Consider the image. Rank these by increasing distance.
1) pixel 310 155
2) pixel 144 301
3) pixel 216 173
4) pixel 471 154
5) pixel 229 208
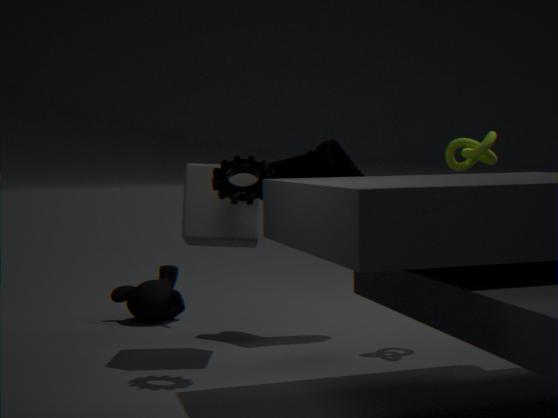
1. 3. pixel 216 173
2. 5. pixel 229 208
3. 4. pixel 471 154
4. 1. pixel 310 155
5. 2. pixel 144 301
